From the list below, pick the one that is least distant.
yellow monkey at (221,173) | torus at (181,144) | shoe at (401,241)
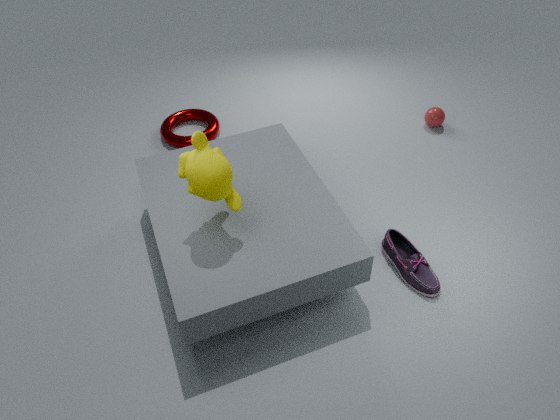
yellow monkey at (221,173)
